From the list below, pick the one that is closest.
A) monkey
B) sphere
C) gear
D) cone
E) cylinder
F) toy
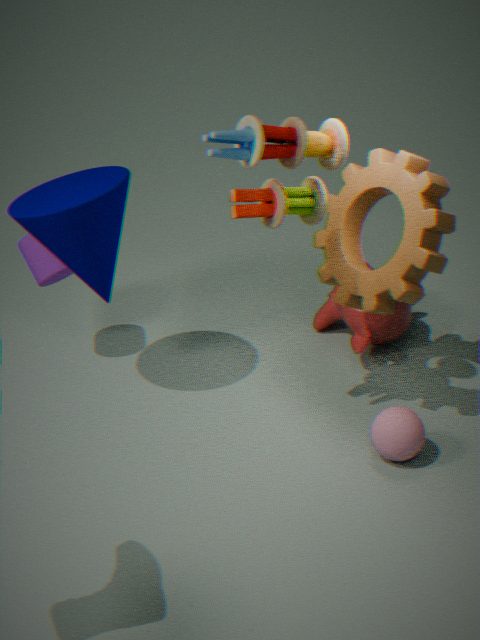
toy
